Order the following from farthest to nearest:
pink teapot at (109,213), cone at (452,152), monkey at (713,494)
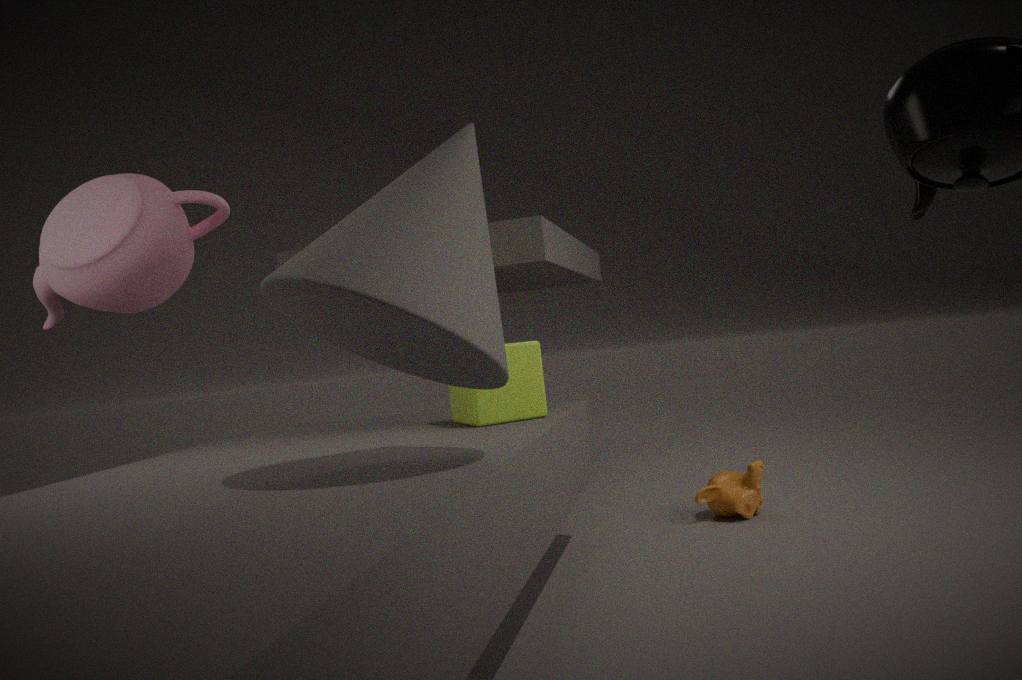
monkey at (713,494)
pink teapot at (109,213)
cone at (452,152)
